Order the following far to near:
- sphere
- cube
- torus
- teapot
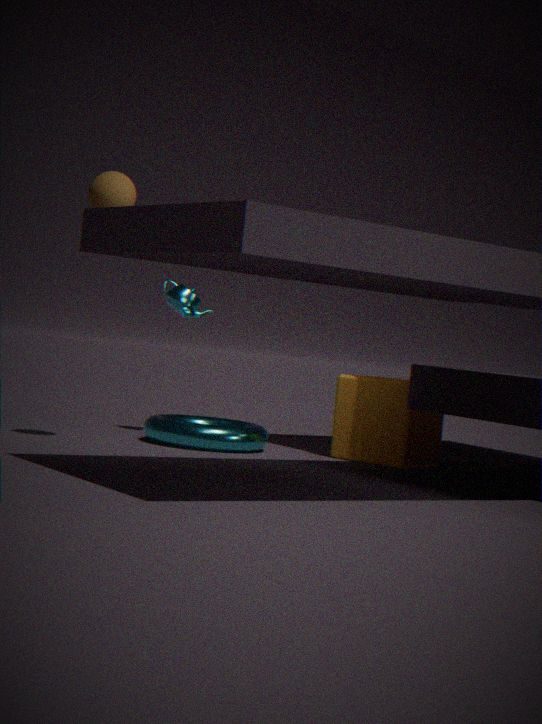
teapot → cube → torus → sphere
